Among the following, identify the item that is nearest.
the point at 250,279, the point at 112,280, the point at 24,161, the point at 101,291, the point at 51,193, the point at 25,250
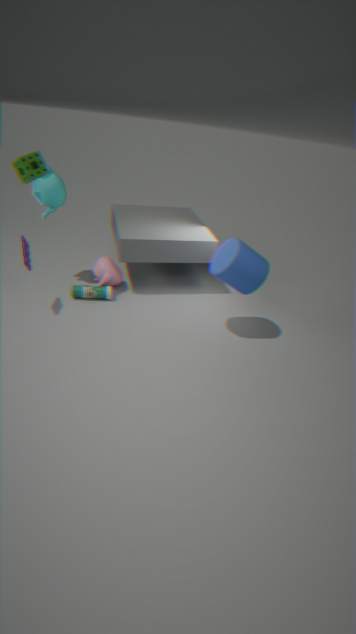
the point at 24,161
